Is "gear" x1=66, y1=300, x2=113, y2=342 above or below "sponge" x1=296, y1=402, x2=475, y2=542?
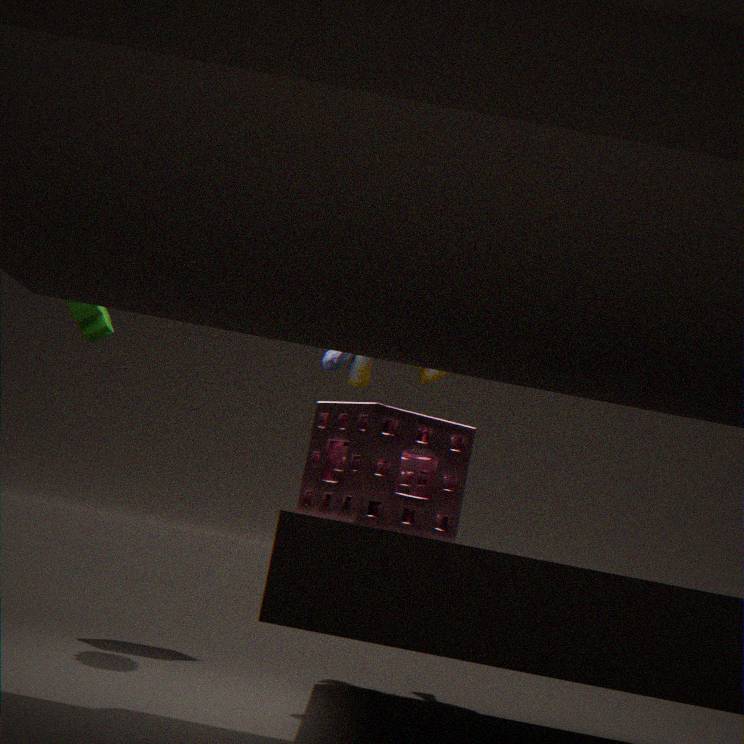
above
